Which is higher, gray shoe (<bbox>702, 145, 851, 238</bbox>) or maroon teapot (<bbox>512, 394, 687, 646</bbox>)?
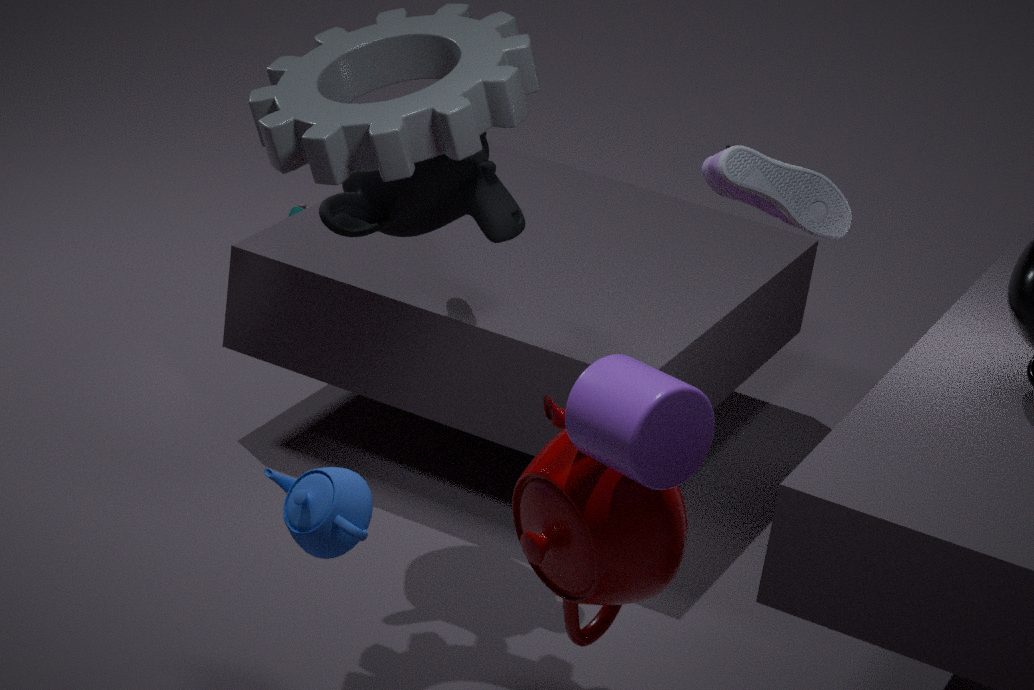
gray shoe (<bbox>702, 145, 851, 238</bbox>)
